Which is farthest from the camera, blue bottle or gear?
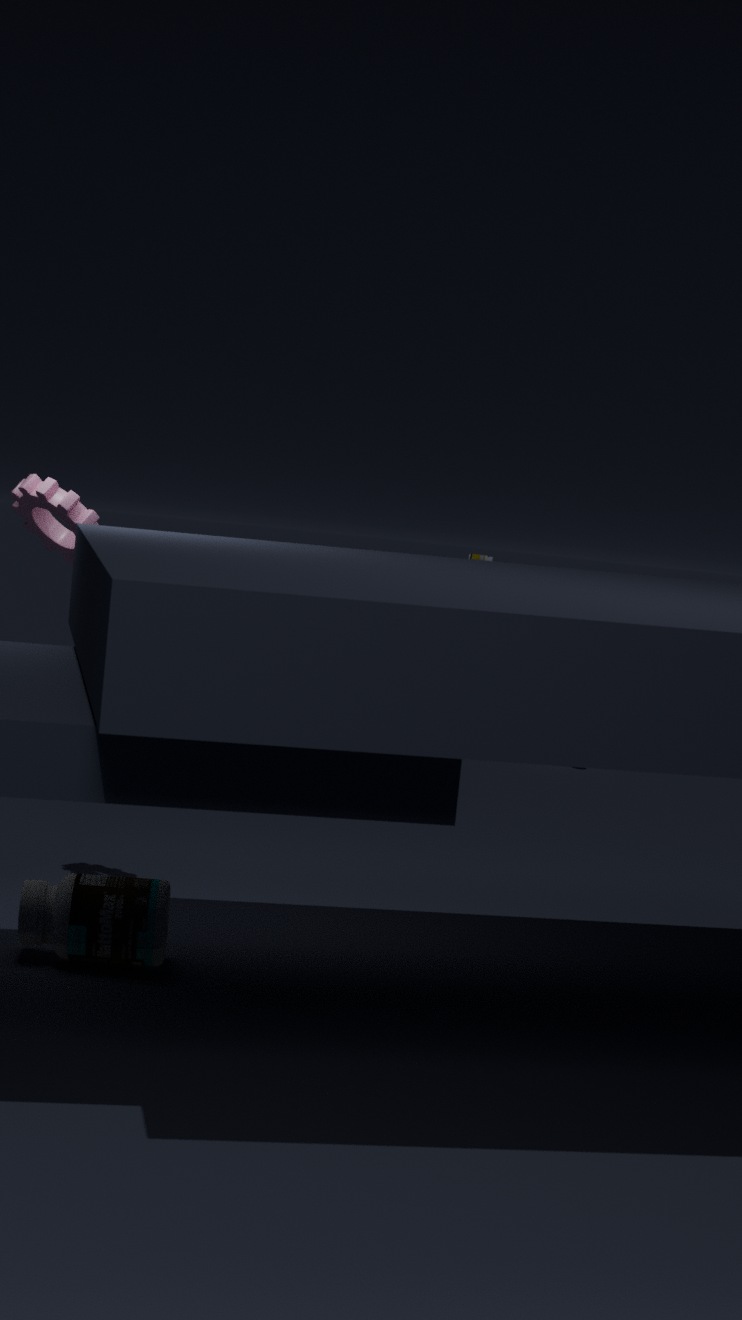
gear
